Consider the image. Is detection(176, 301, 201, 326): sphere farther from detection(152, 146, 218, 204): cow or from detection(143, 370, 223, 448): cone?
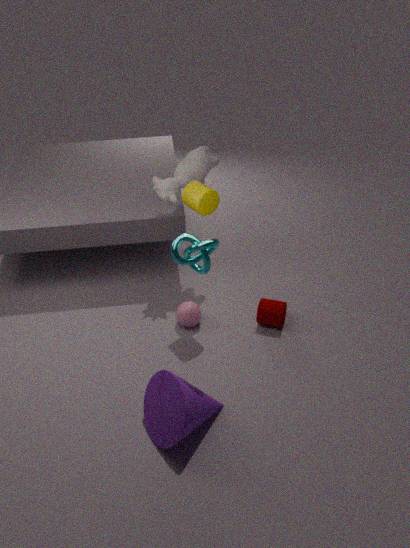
detection(152, 146, 218, 204): cow
